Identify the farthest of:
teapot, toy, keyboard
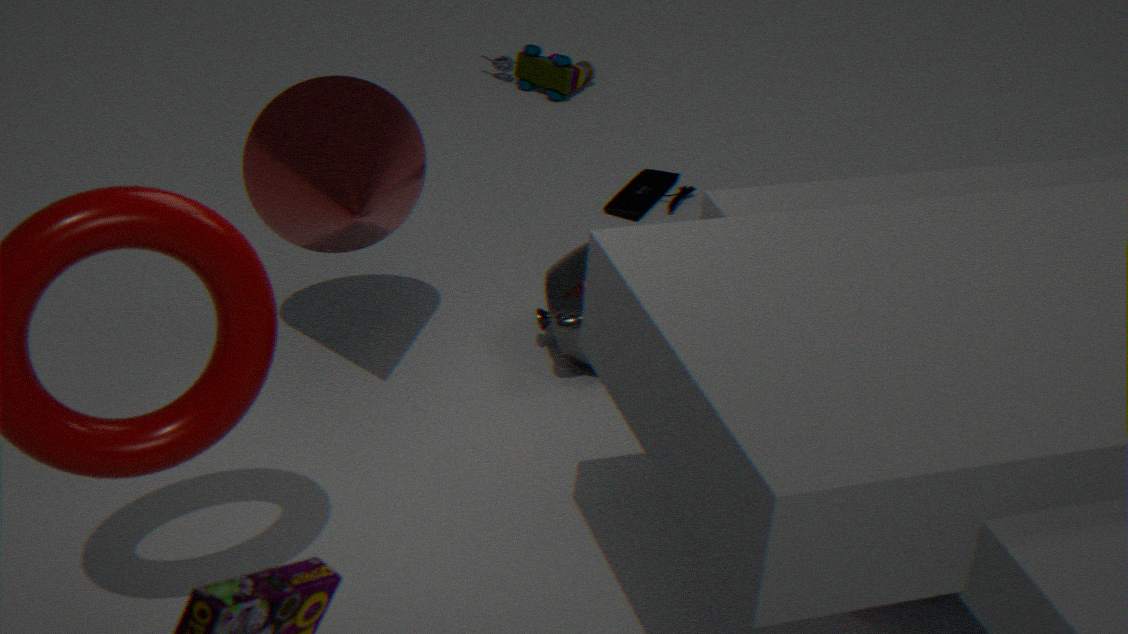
toy
